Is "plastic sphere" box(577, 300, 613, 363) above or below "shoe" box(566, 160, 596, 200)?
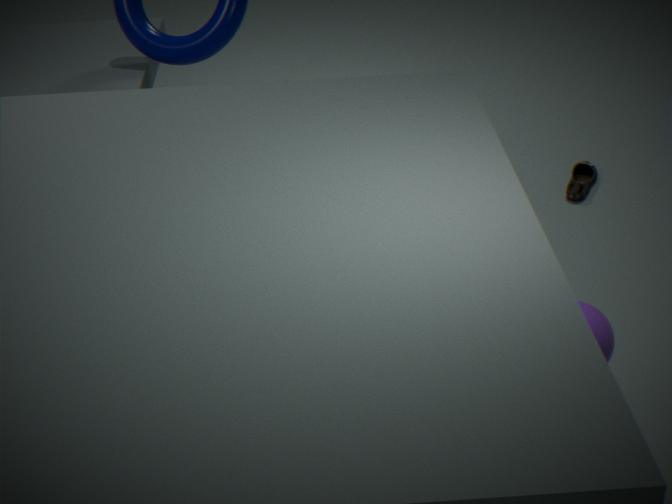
above
